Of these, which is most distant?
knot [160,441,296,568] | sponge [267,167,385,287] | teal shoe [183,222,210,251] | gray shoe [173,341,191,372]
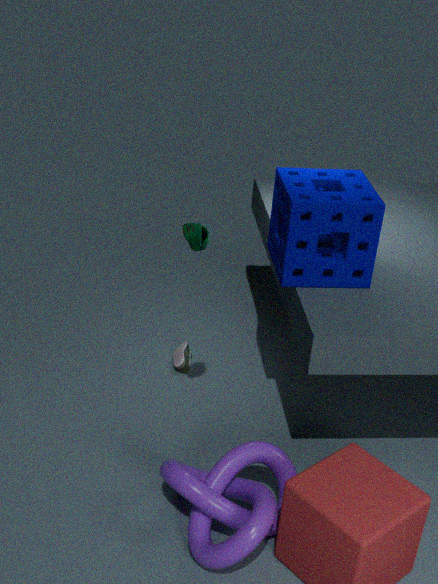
gray shoe [173,341,191,372]
